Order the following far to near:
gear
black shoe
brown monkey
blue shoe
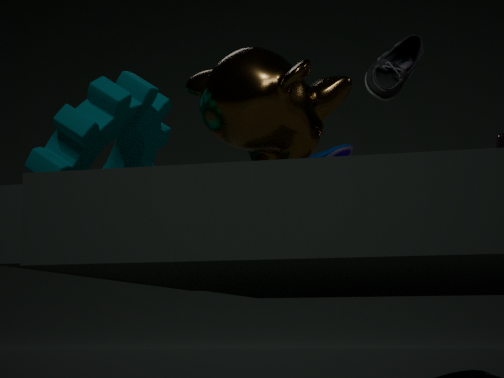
blue shoe → gear → brown monkey → black shoe
